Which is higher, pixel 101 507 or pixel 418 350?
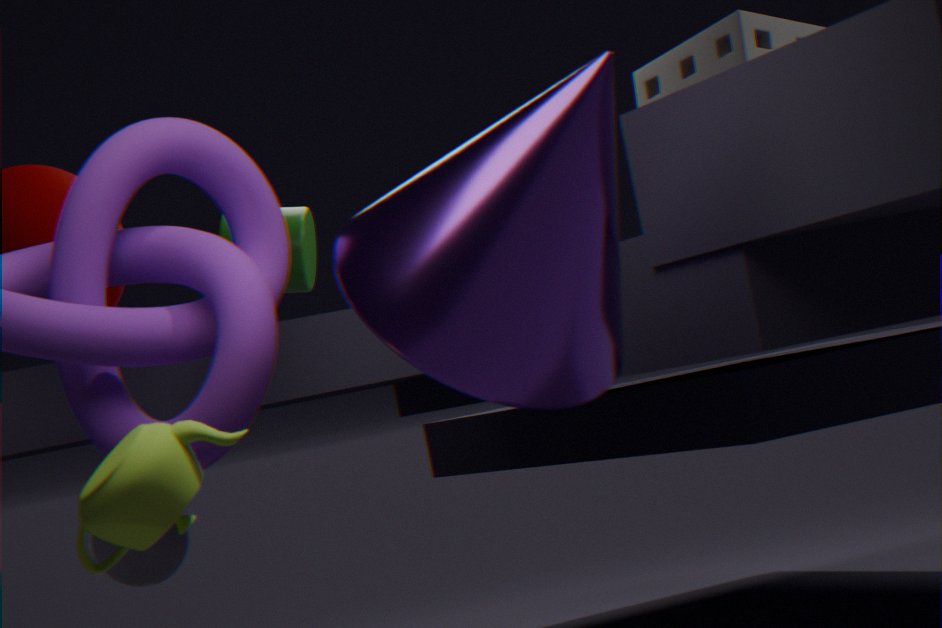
pixel 418 350
